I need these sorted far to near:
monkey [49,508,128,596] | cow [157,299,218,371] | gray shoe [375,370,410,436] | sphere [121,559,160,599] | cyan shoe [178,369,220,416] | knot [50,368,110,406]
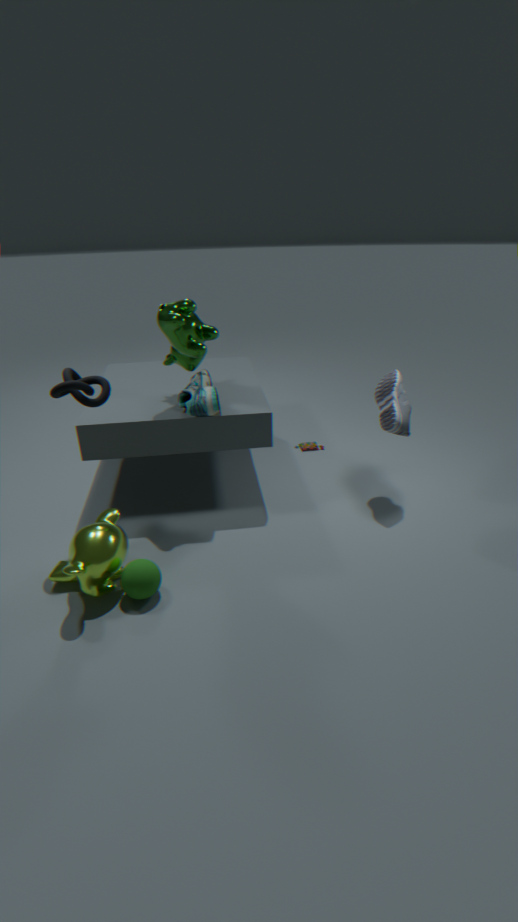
gray shoe [375,370,410,436]
cyan shoe [178,369,220,416]
cow [157,299,218,371]
knot [50,368,110,406]
sphere [121,559,160,599]
monkey [49,508,128,596]
